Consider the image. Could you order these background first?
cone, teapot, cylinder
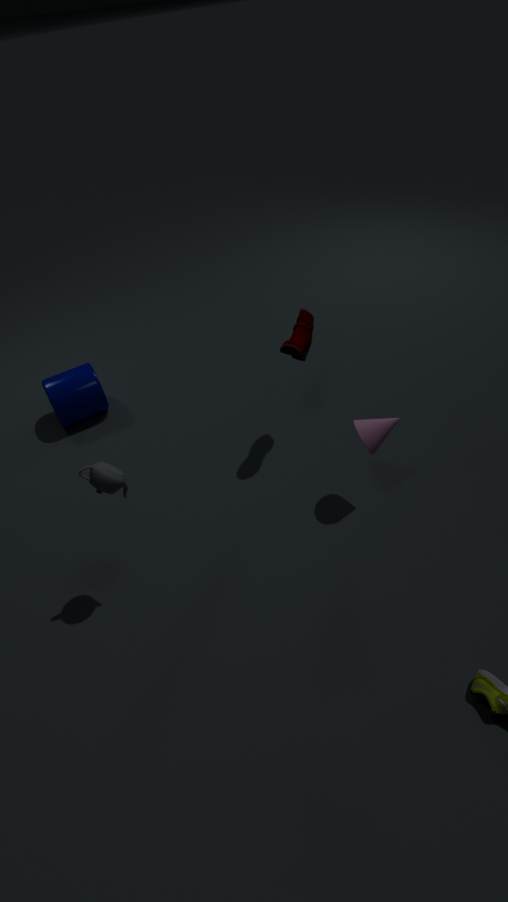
cylinder, cone, teapot
